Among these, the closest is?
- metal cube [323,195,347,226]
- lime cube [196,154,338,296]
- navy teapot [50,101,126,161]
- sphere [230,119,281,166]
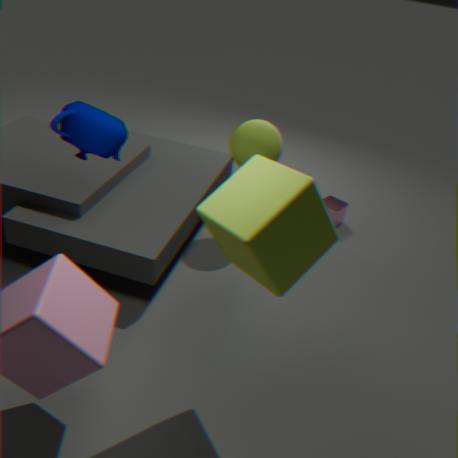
lime cube [196,154,338,296]
